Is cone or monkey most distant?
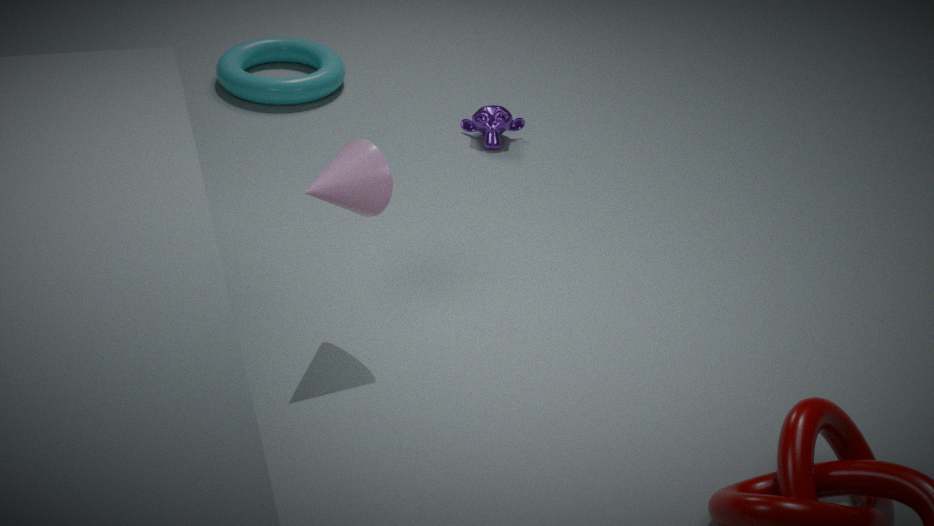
monkey
